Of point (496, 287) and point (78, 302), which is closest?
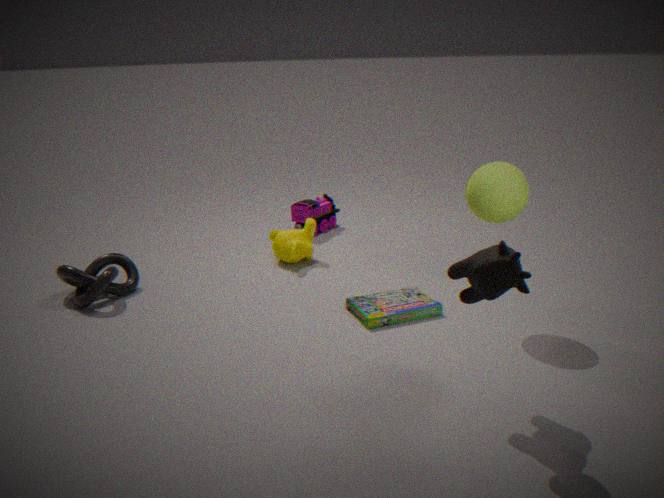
point (496, 287)
